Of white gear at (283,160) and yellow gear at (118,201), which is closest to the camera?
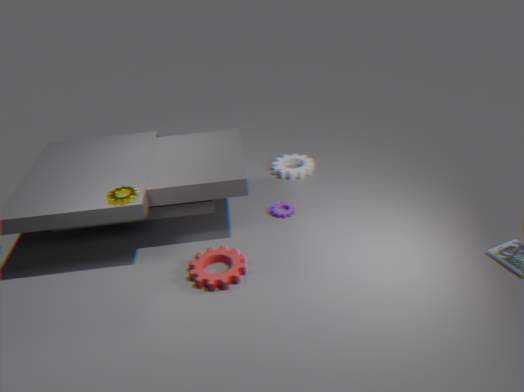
yellow gear at (118,201)
